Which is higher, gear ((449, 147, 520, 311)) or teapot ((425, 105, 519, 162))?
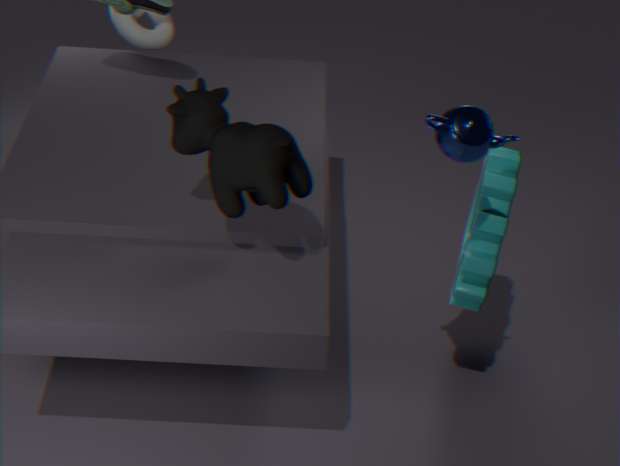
teapot ((425, 105, 519, 162))
